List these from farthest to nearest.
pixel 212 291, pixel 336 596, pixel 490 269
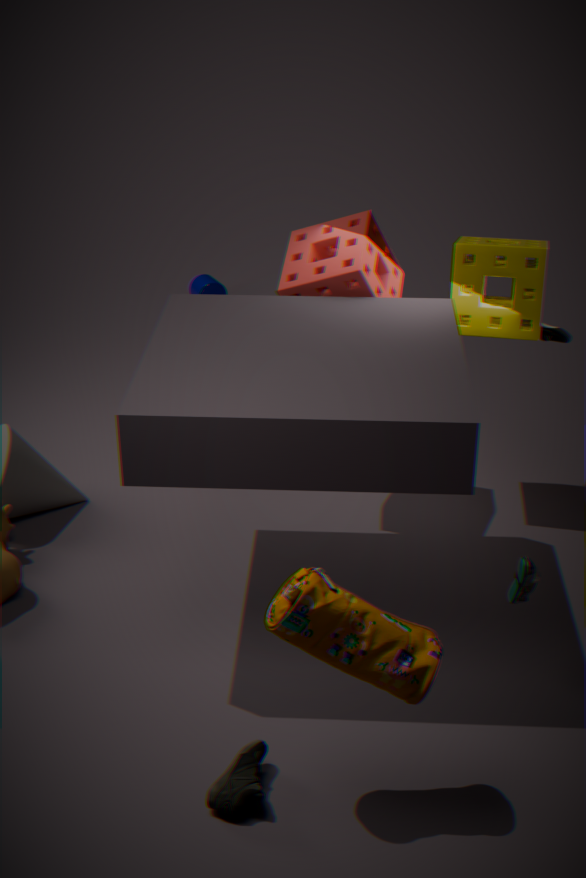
pixel 212 291 < pixel 490 269 < pixel 336 596
